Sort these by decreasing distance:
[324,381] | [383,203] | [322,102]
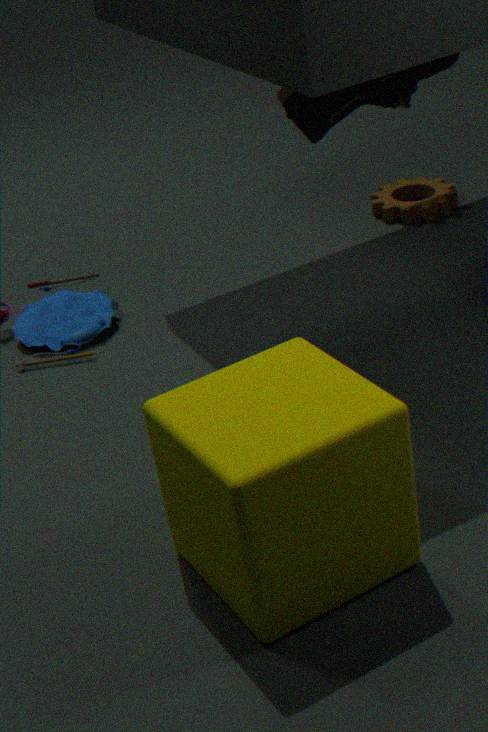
[383,203] → [322,102] → [324,381]
